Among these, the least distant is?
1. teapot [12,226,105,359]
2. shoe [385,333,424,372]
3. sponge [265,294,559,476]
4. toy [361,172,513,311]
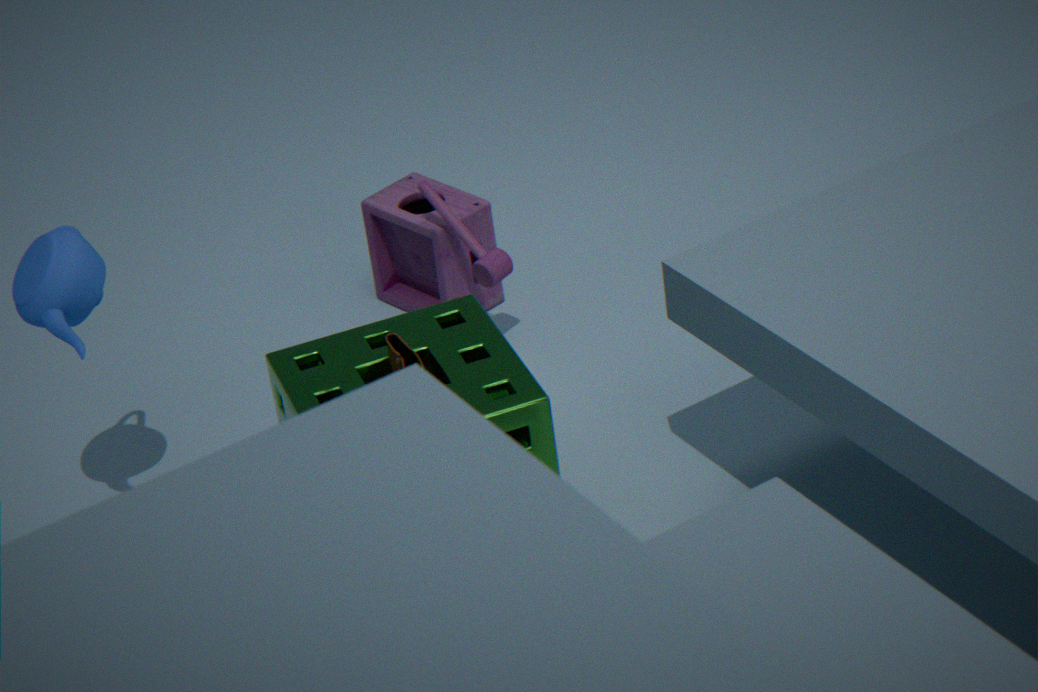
sponge [265,294,559,476]
